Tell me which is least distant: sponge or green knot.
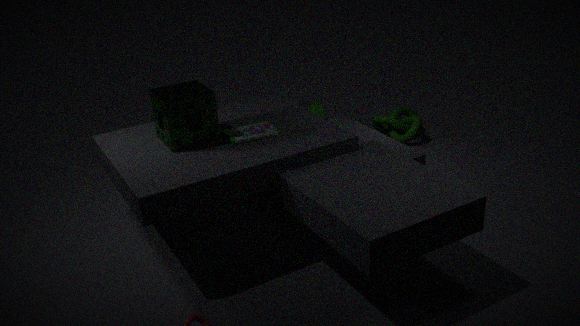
sponge
